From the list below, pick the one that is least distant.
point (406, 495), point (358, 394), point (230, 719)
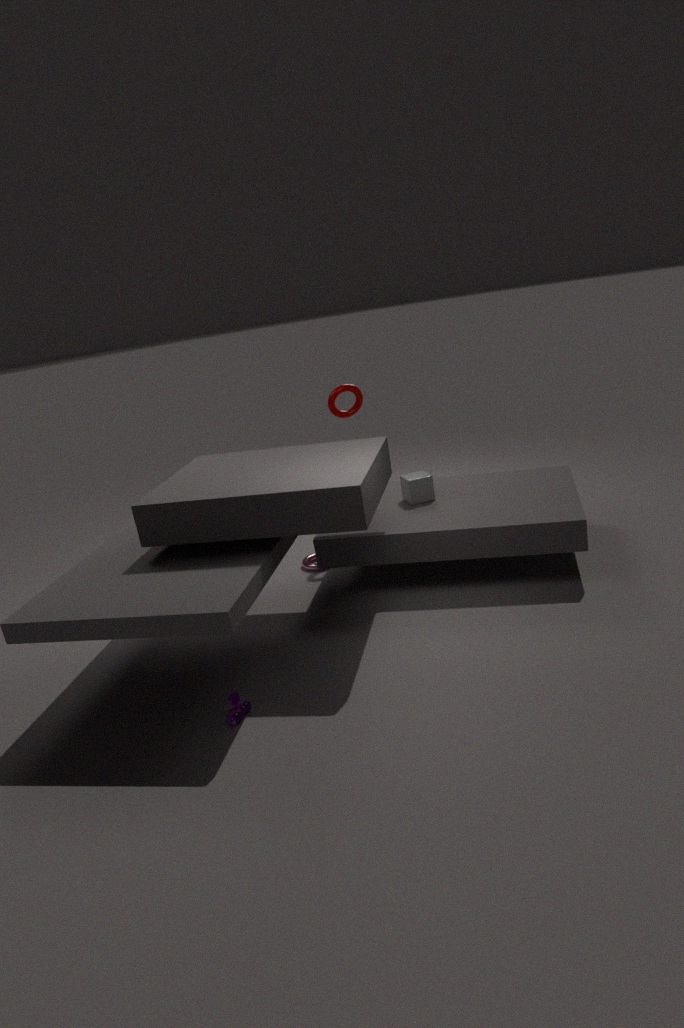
point (230, 719)
